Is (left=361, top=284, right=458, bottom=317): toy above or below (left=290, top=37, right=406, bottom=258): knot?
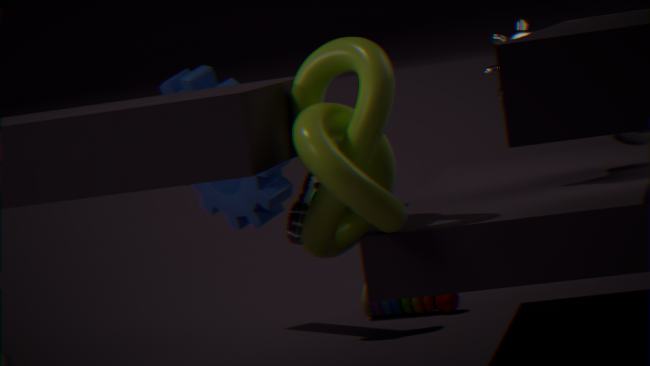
below
